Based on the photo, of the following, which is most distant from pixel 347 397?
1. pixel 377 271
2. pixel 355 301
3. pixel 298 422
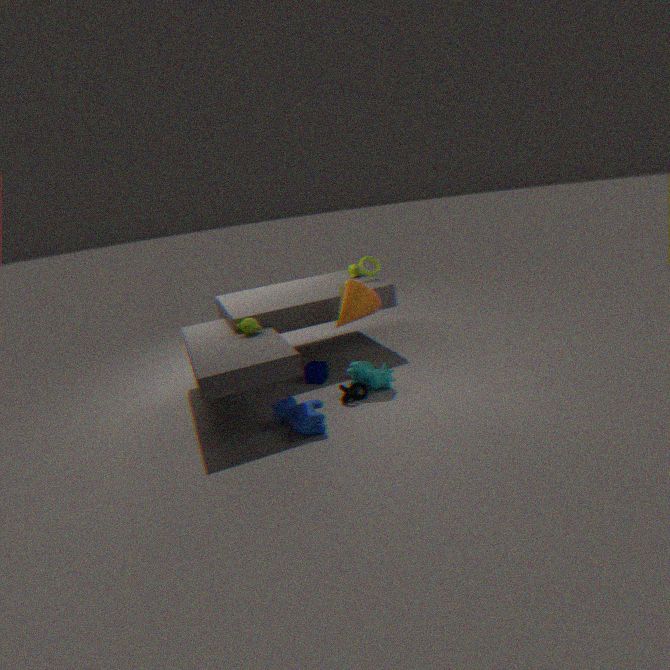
pixel 377 271
